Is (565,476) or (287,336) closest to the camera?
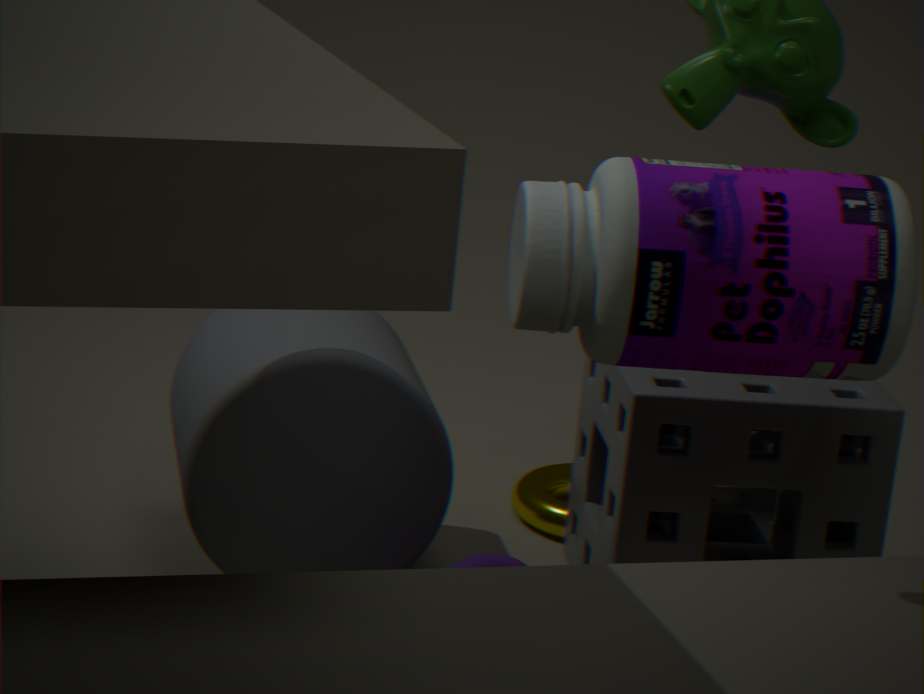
(287,336)
